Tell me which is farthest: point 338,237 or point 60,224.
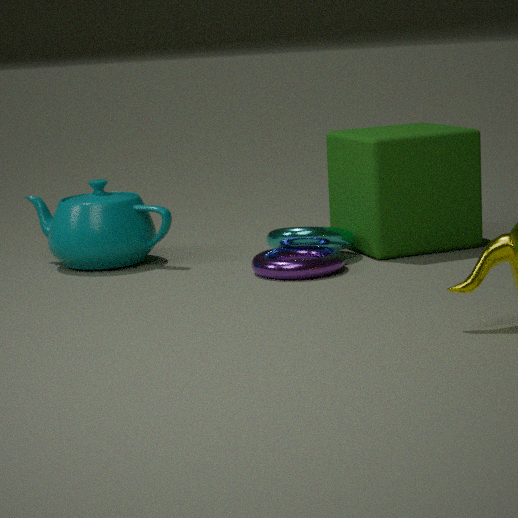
point 60,224
